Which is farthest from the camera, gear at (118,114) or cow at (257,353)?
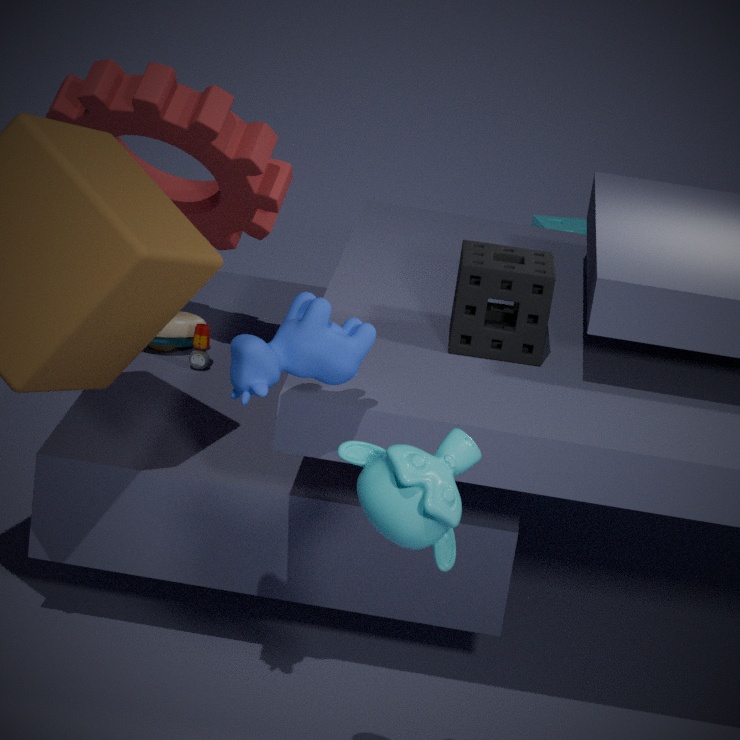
gear at (118,114)
